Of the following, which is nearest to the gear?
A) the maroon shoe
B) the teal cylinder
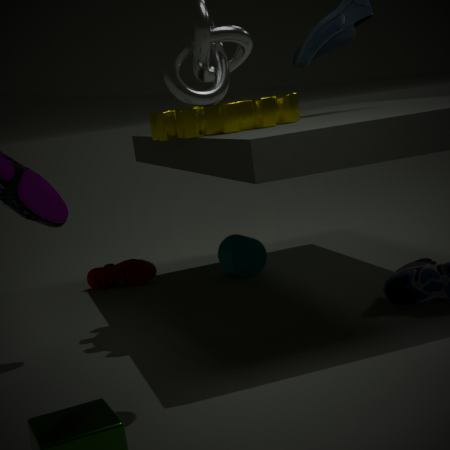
the teal cylinder
